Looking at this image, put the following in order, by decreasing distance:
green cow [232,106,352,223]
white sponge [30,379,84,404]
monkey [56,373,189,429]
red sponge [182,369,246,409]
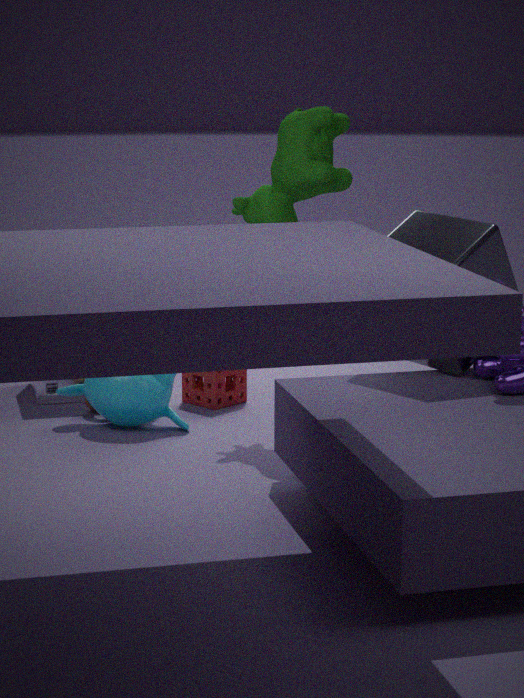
white sponge [30,379,84,404] → red sponge [182,369,246,409] → monkey [56,373,189,429] → green cow [232,106,352,223]
